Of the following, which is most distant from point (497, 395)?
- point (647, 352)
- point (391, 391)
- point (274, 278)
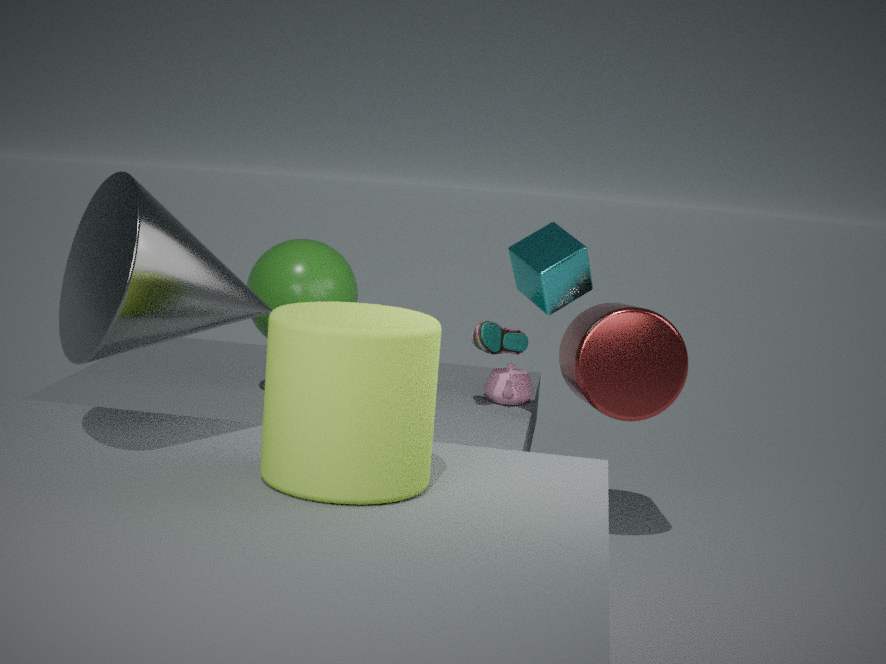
point (391, 391)
